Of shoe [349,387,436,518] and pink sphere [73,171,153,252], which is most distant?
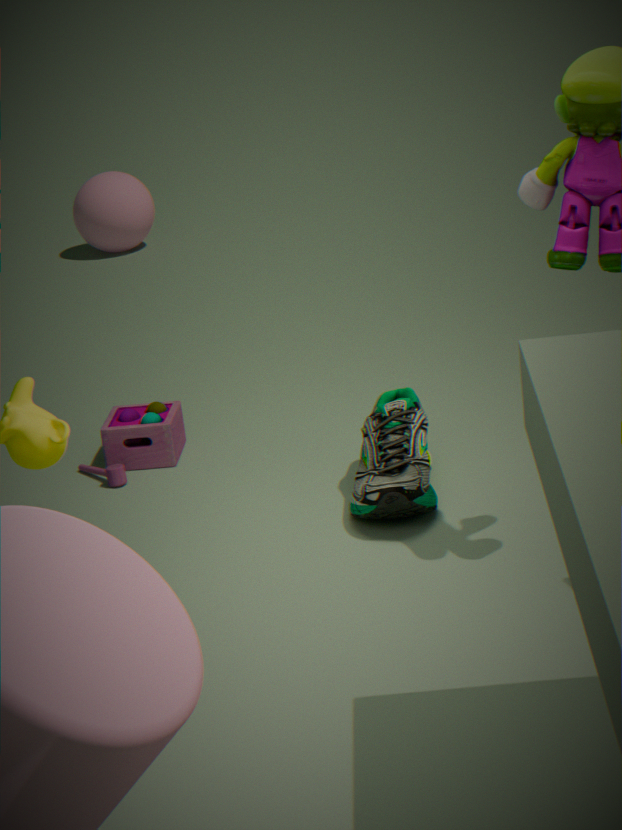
pink sphere [73,171,153,252]
